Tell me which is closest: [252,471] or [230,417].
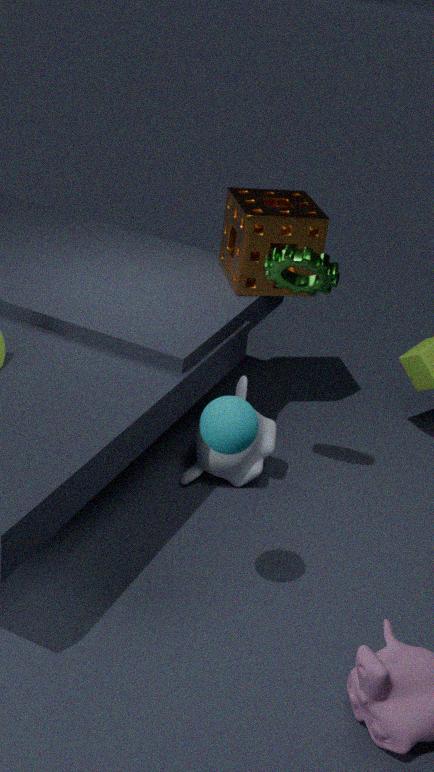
[230,417]
